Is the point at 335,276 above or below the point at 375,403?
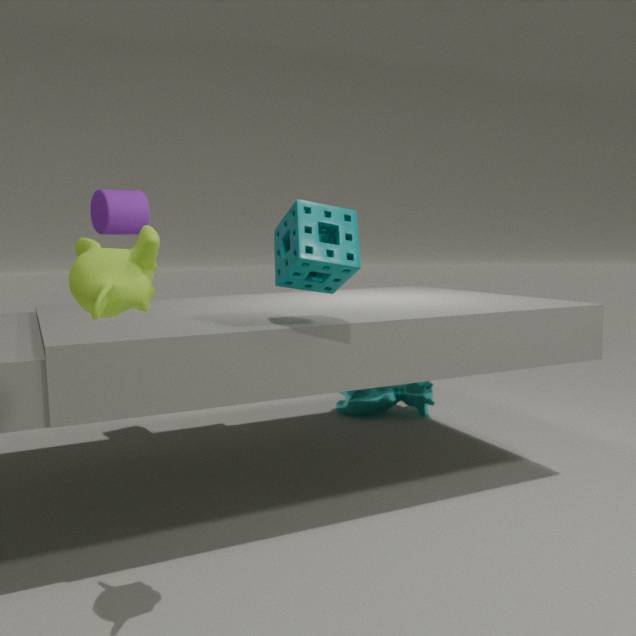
above
